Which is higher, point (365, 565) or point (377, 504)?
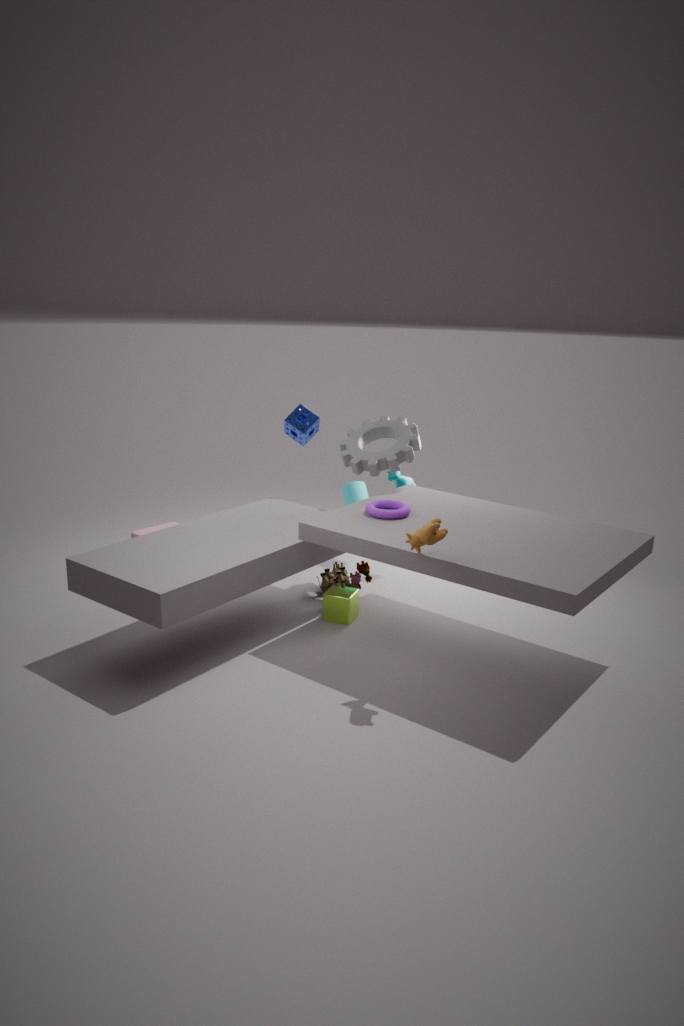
point (377, 504)
